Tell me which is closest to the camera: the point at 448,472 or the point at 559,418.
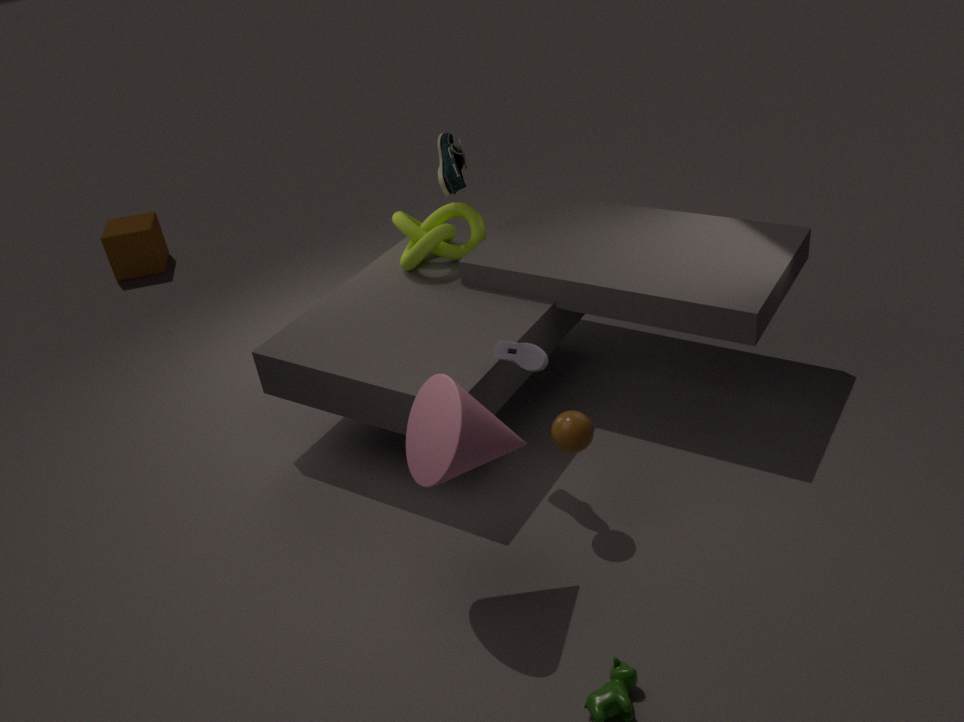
the point at 448,472
